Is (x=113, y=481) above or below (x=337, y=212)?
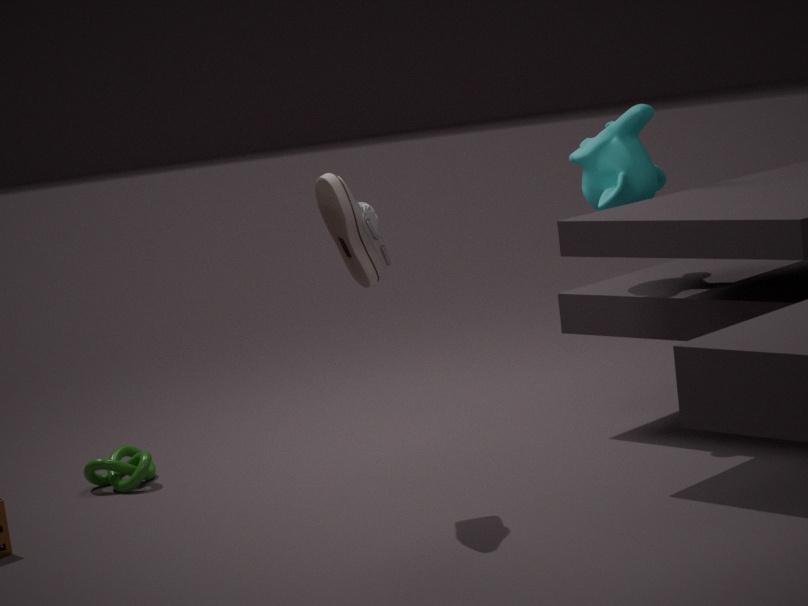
below
